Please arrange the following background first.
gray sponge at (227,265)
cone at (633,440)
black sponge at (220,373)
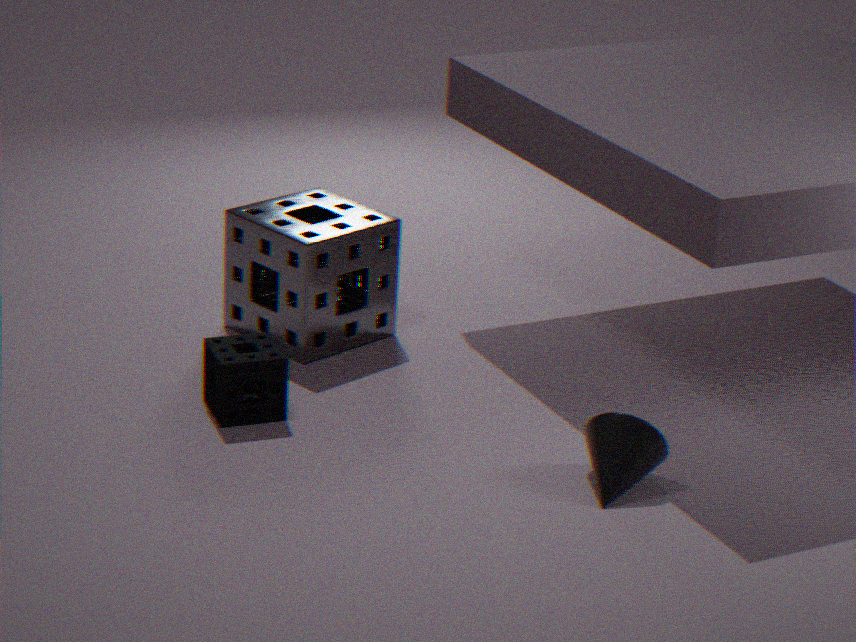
gray sponge at (227,265) < black sponge at (220,373) < cone at (633,440)
